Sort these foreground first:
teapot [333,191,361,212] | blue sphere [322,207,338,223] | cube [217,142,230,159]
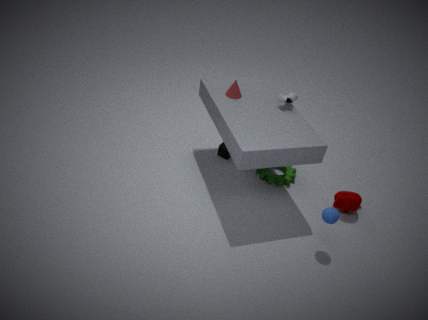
blue sphere [322,207,338,223] < teapot [333,191,361,212] < cube [217,142,230,159]
